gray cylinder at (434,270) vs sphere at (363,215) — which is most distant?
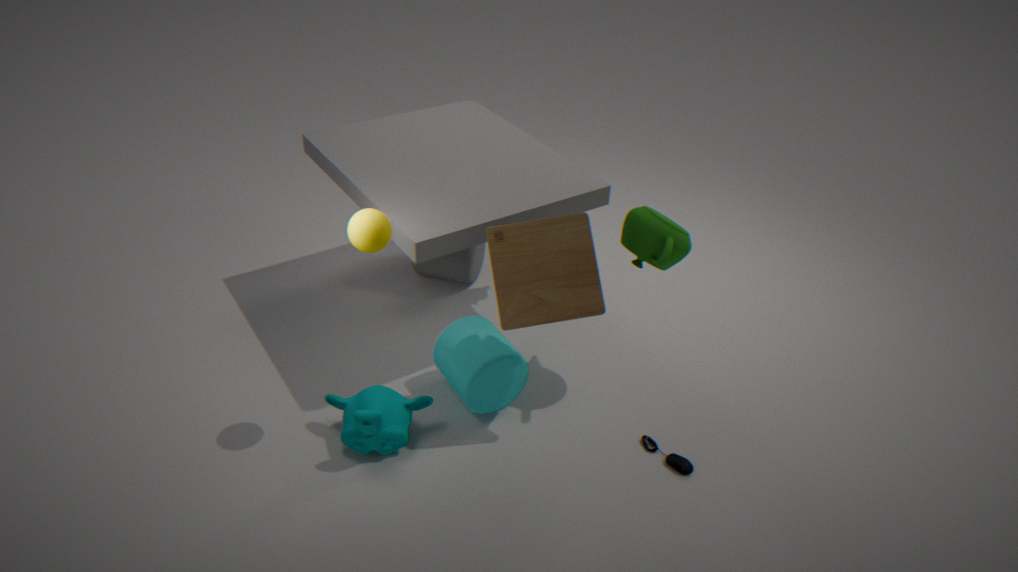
gray cylinder at (434,270)
